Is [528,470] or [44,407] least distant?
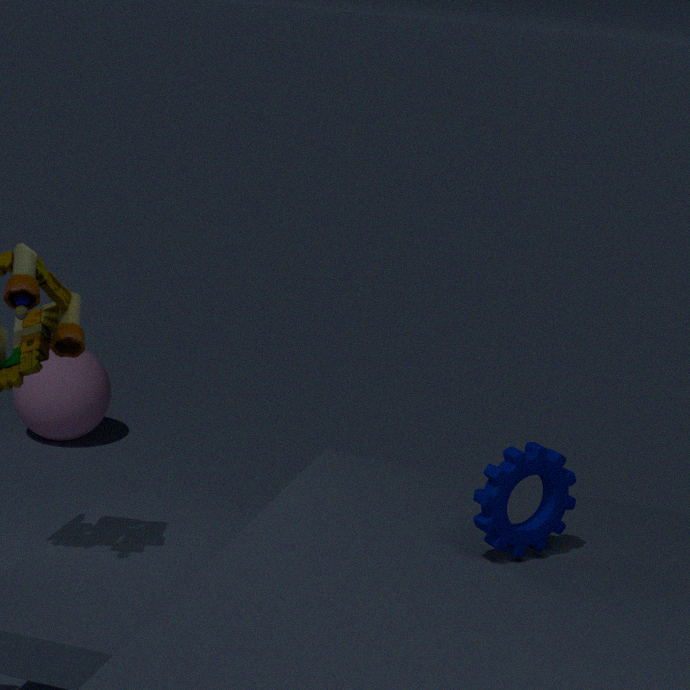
[528,470]
